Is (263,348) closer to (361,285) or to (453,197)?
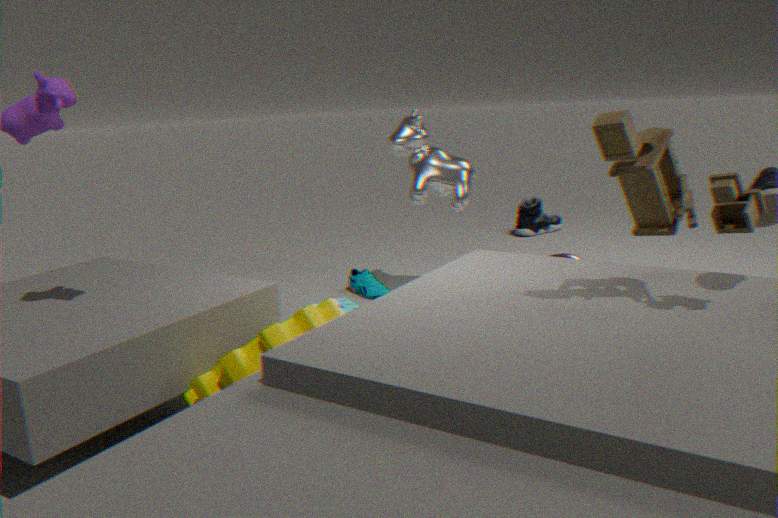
(361,285)
